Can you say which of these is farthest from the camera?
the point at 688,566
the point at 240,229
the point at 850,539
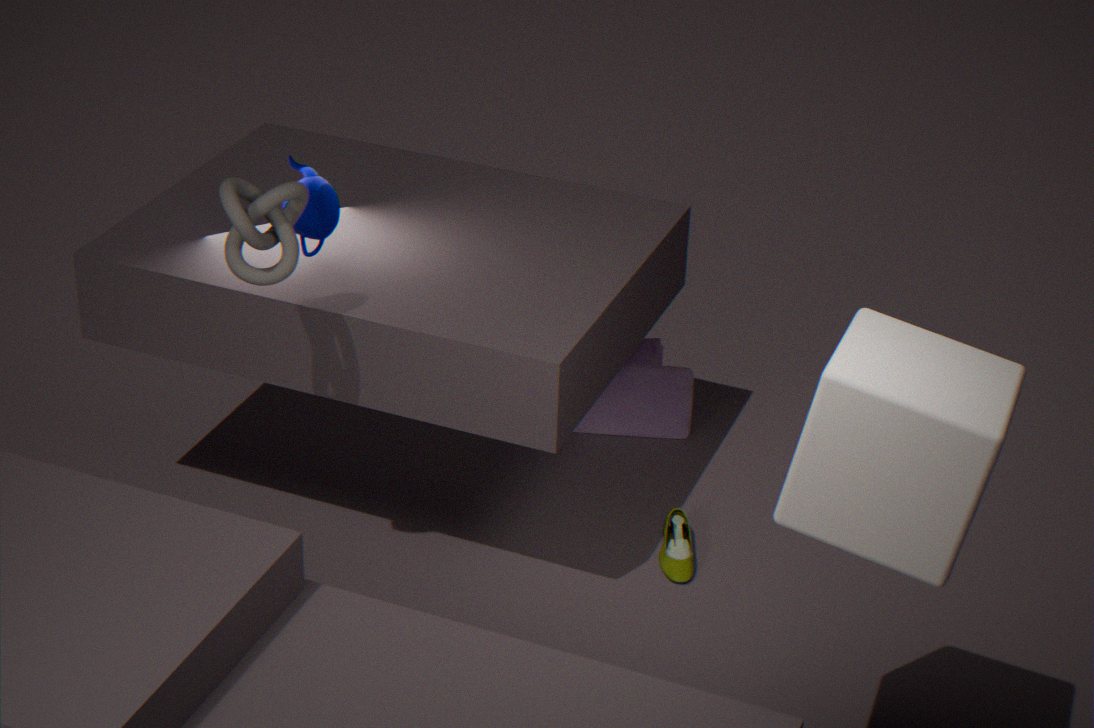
the point at 688,566
